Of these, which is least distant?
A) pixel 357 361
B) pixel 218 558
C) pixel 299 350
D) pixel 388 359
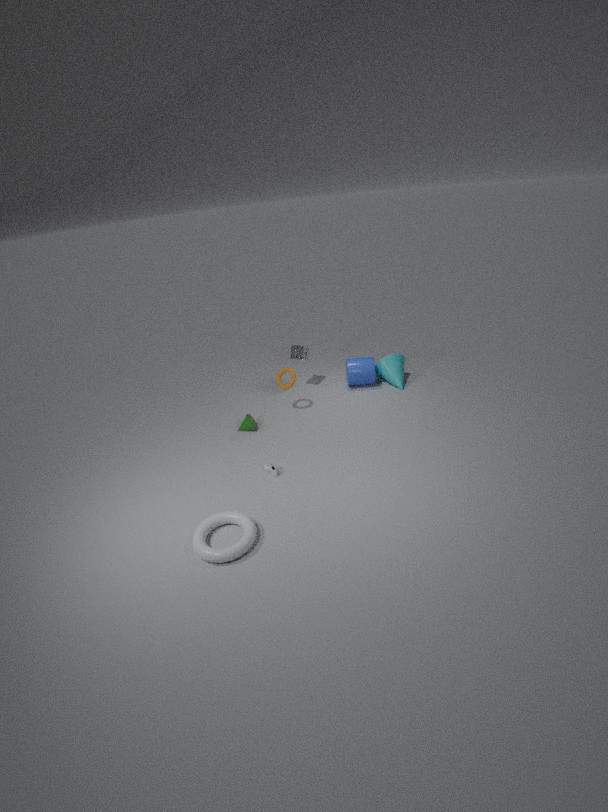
pixel 218 558
